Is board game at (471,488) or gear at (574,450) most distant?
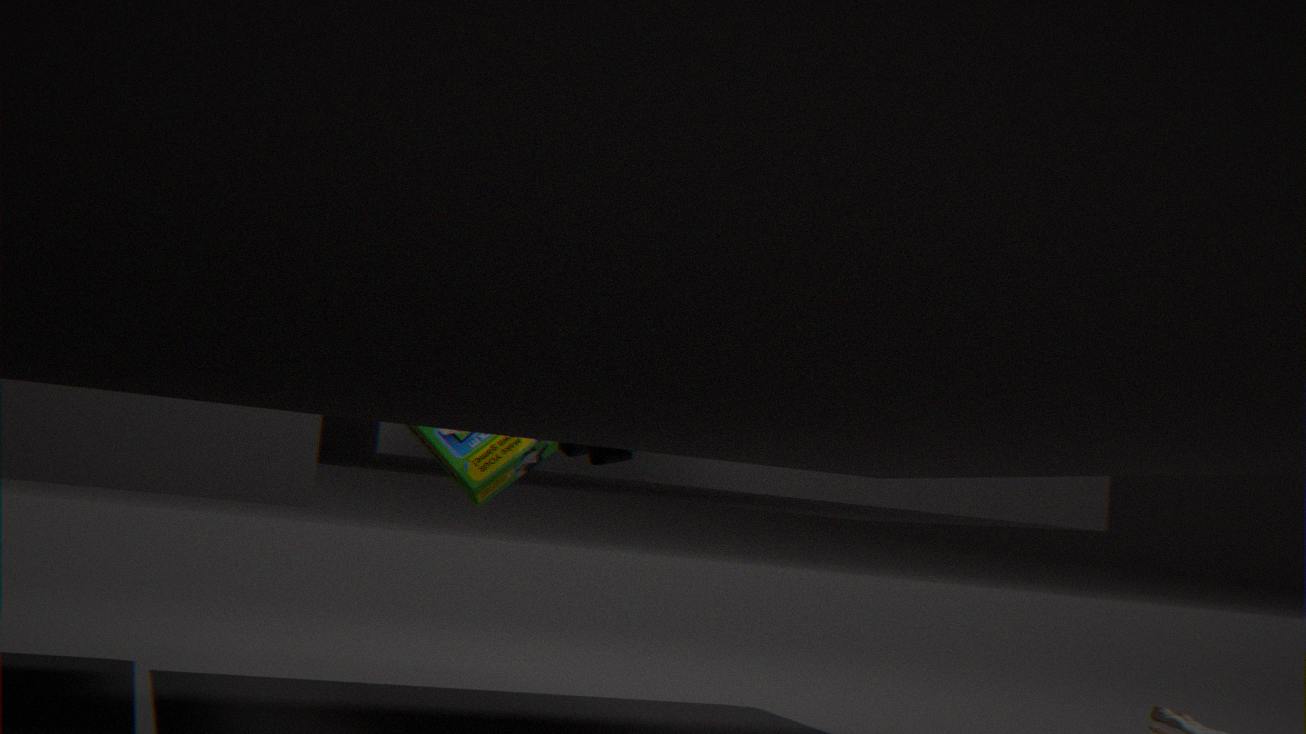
board game at (471,488)
